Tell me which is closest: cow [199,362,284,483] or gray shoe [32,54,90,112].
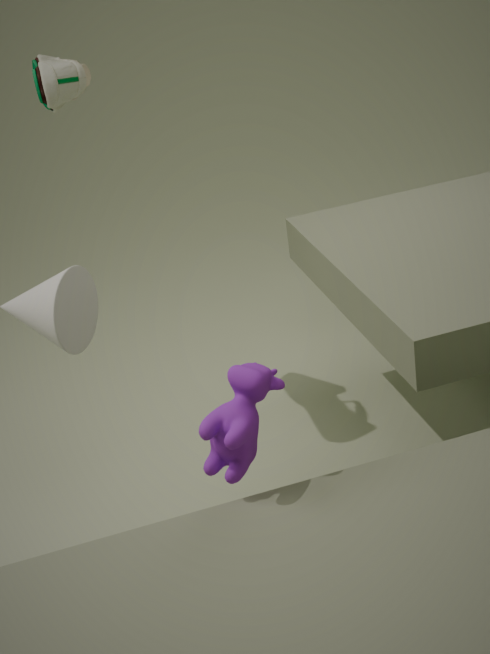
cow [199,362,284,483]
